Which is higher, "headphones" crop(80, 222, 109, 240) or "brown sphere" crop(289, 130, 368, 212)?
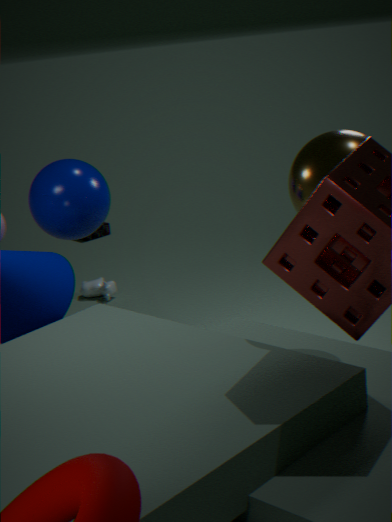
"brown sphere" crop(289, 130, 368, 212)
